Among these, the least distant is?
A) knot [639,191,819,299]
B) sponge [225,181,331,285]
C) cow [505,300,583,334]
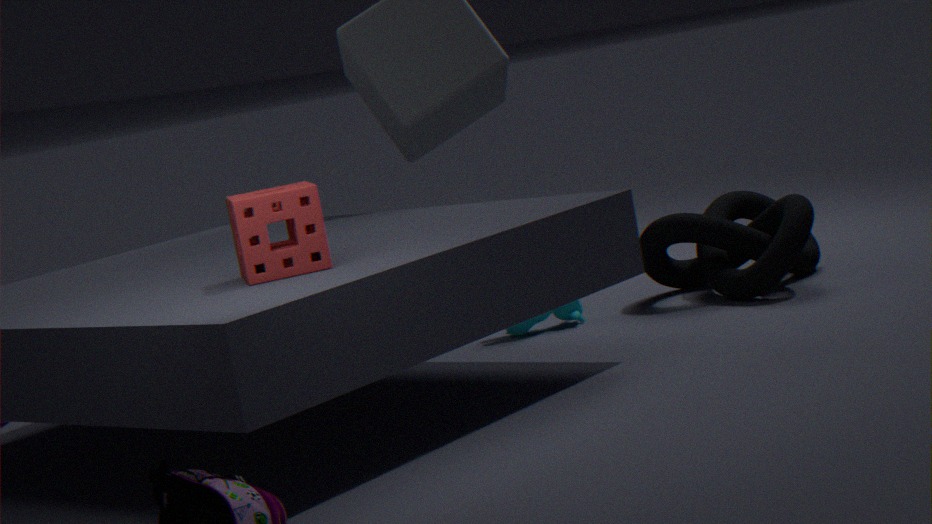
sponge [225,181,331,285]
